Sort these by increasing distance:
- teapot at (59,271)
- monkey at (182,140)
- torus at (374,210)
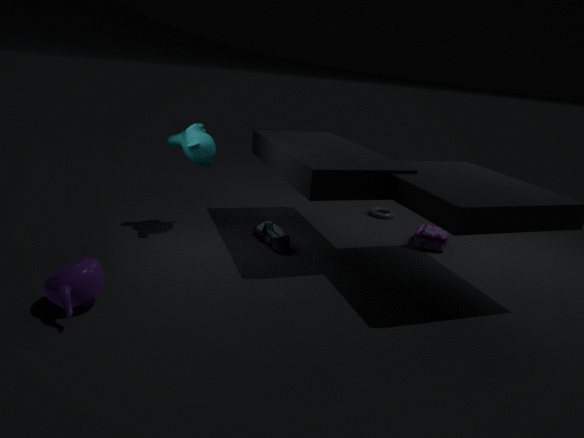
teapot at (59,271)
monkey at (182,140)
torus at (374,210)
